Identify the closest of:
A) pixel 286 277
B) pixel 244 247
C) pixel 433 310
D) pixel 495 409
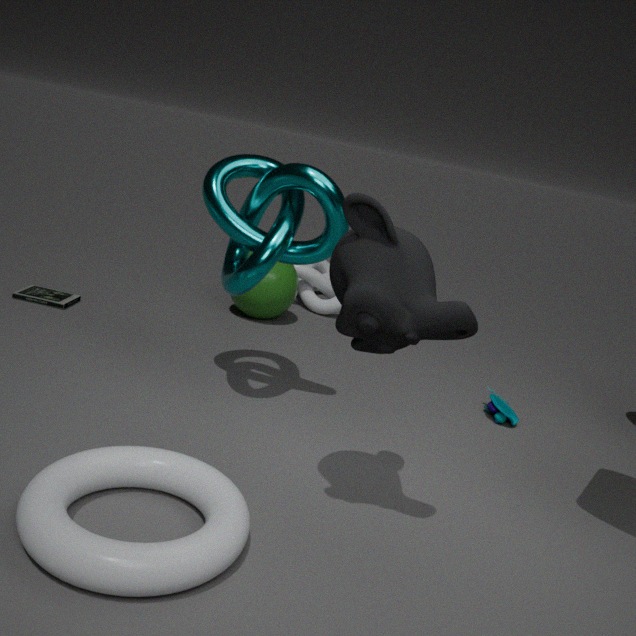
pixel 433 310
